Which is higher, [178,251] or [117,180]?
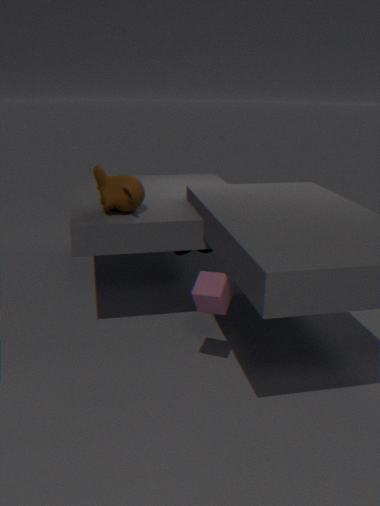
[117,180]
